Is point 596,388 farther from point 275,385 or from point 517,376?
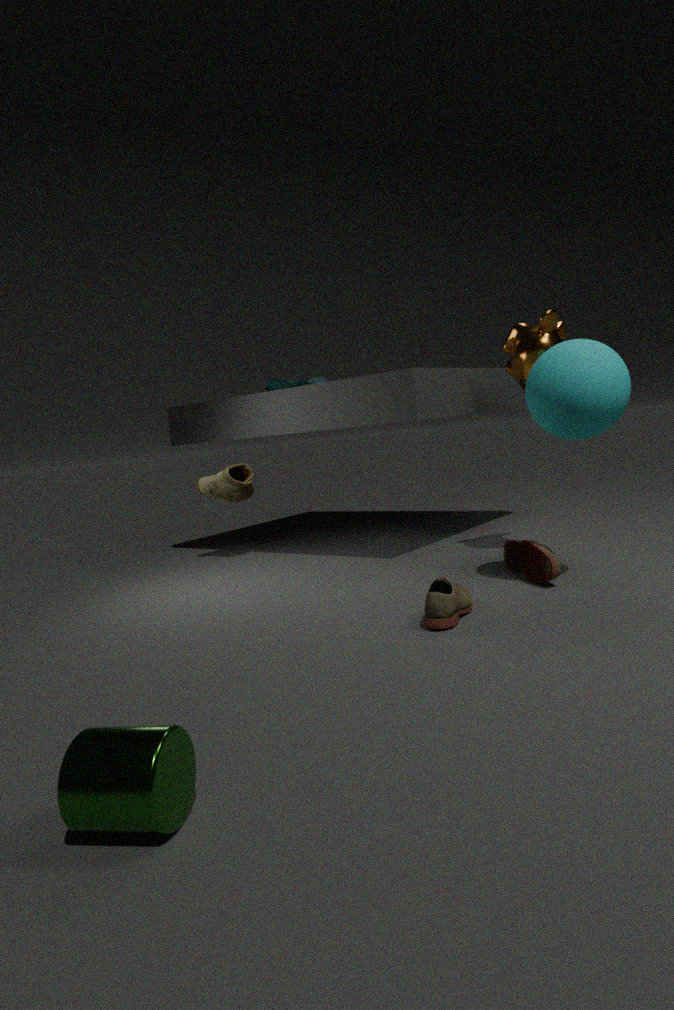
point 275,385
